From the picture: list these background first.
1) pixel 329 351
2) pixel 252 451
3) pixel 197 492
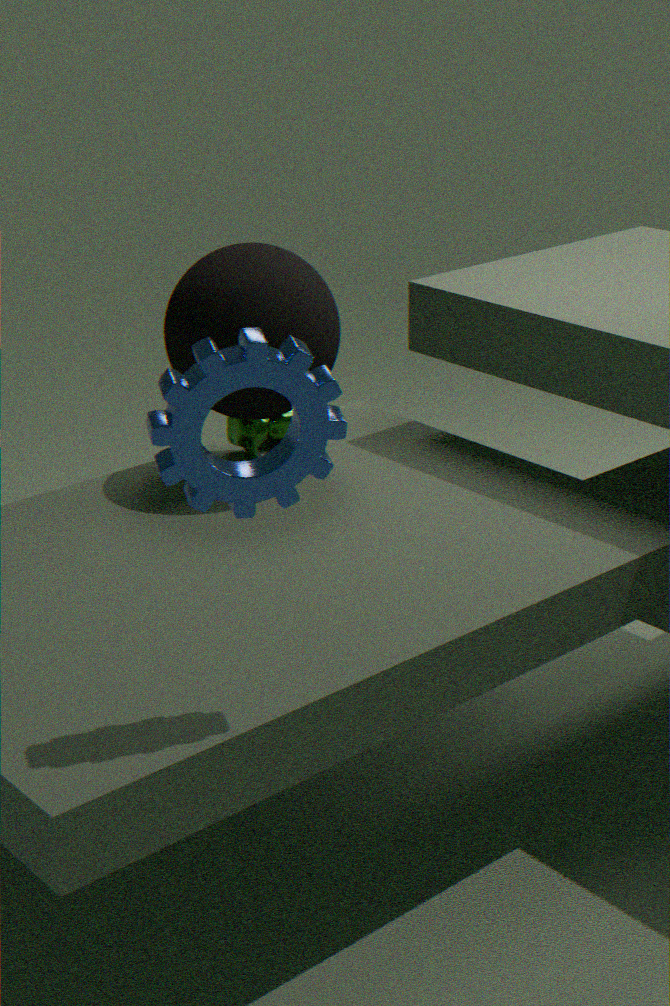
1. 2. pixel 252 451
2. 1. pixel 329 351
3. 3. pixel 197 492
